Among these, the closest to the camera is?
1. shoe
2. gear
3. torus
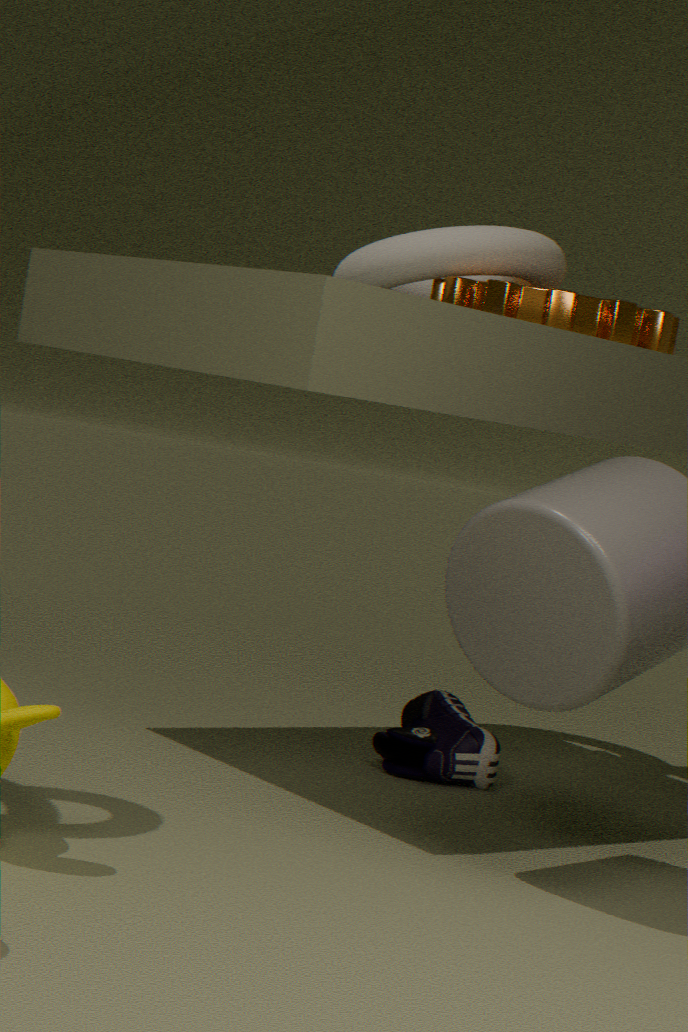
gear
